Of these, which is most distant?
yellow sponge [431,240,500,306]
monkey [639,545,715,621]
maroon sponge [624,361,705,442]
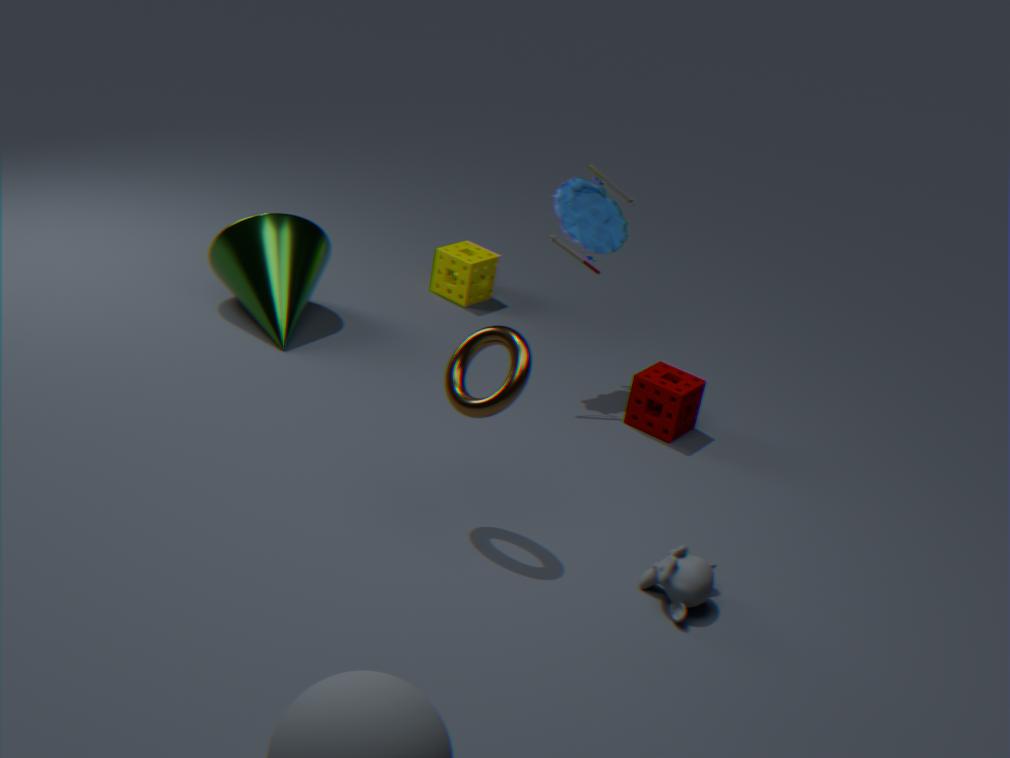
Result: yellow sponge [431,240,500,306]
